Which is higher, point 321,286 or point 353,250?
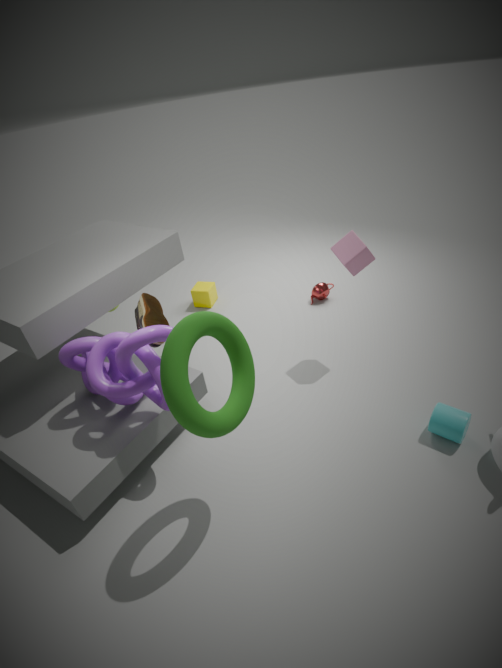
point 353,250
